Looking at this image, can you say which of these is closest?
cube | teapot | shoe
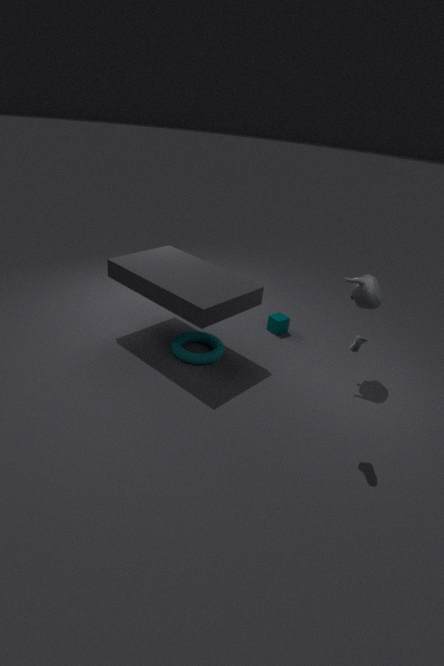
shoe
